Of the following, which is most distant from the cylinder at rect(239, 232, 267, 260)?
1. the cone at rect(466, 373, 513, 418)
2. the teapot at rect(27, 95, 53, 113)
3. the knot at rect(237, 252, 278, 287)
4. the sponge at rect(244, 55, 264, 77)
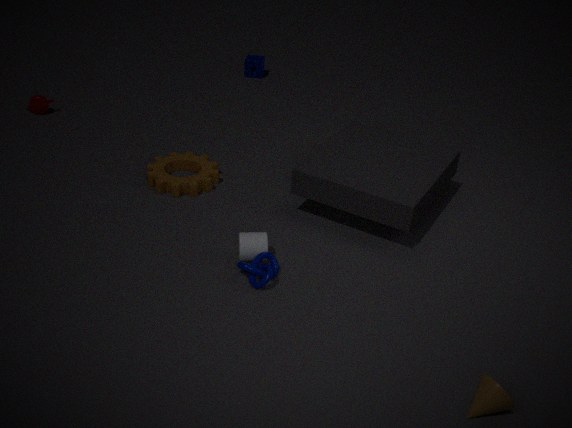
the sponge at rect(244, 55, 264, 77)
